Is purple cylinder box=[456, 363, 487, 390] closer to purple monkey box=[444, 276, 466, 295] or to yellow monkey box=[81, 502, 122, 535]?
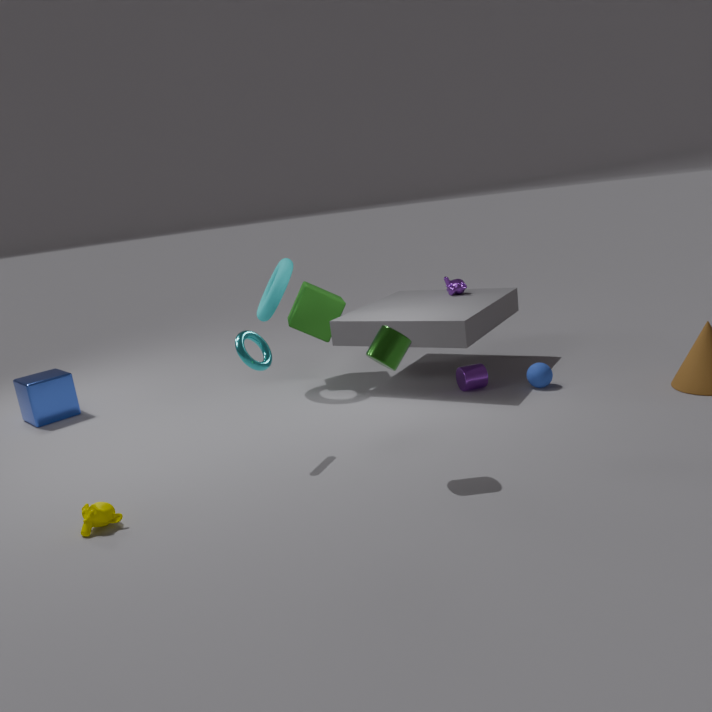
purple monkey box=[444, 276, 466, 295]
